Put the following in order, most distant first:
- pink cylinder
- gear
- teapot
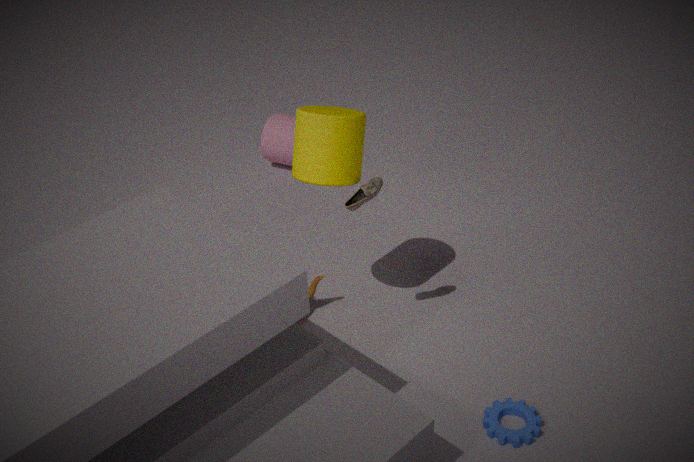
pink cylinder
teapot
gear
